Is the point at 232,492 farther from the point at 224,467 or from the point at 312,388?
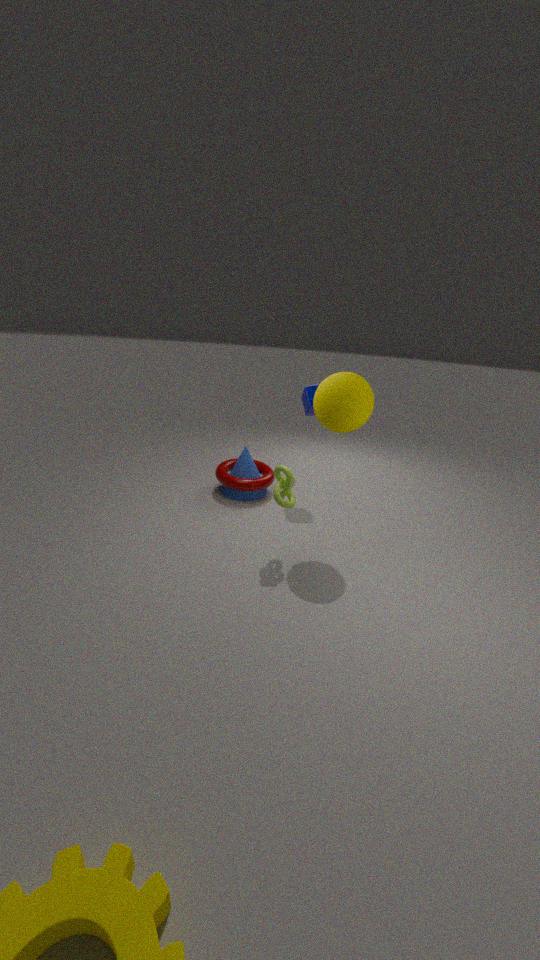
the point at 312,388
